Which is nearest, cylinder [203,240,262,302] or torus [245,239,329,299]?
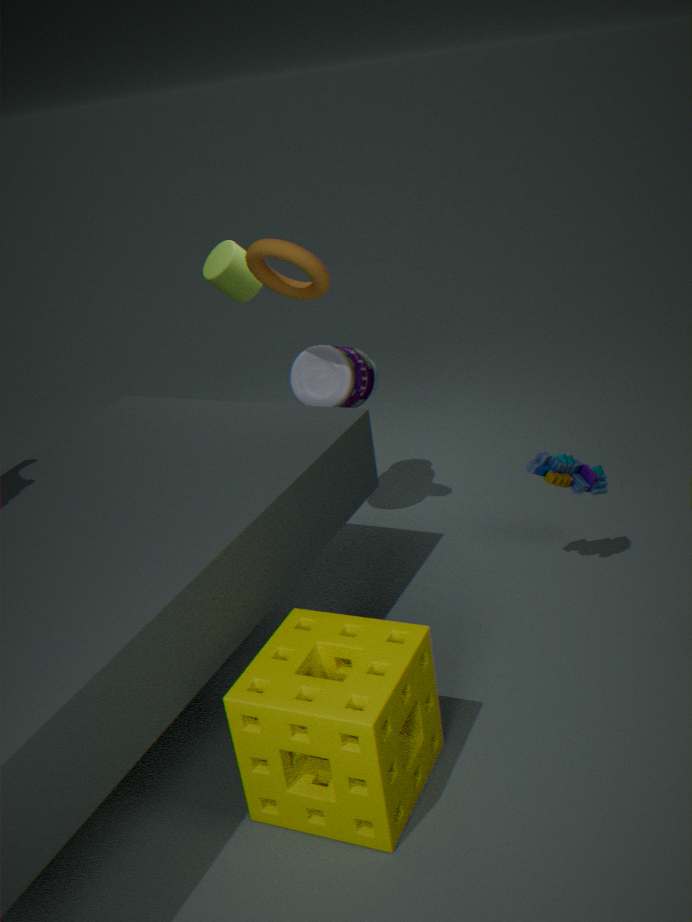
torus [245,239,329,299]
